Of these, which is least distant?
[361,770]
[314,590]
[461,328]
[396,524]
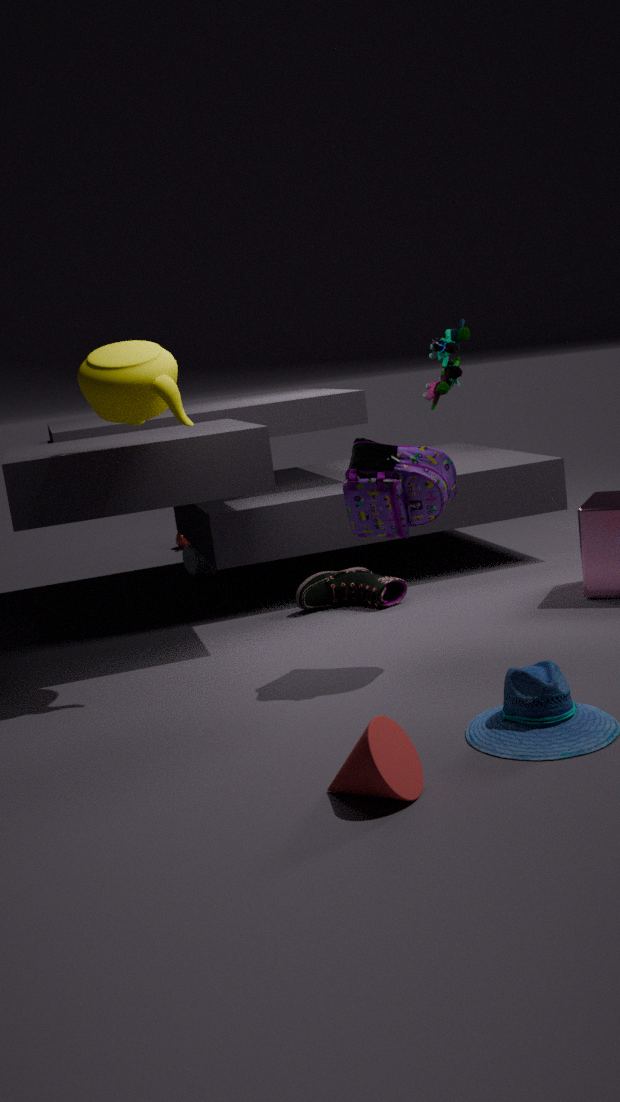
[361,770]
